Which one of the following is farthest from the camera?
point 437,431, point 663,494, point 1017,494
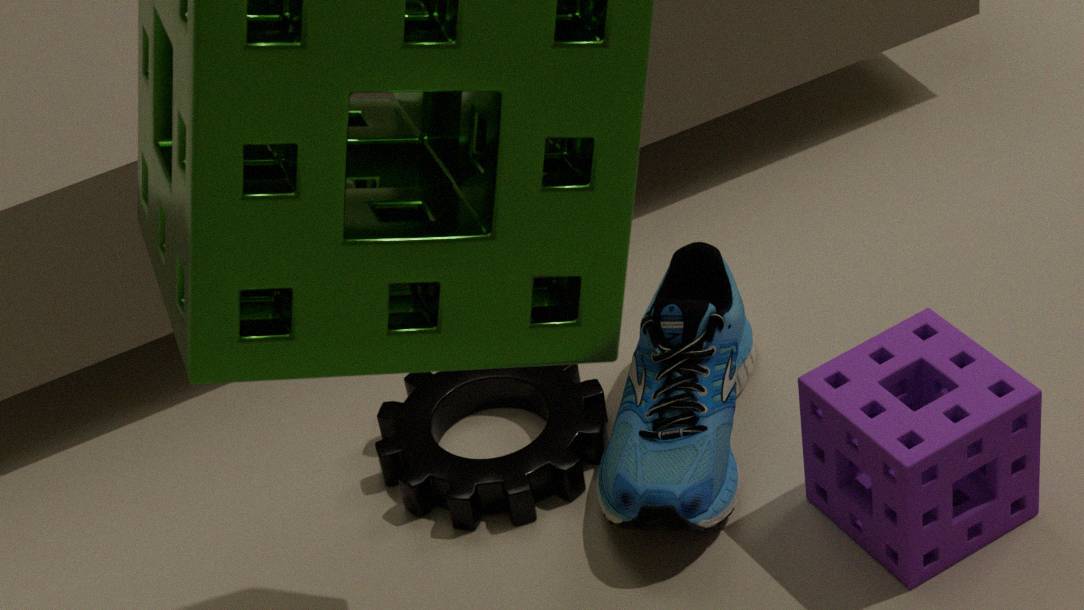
point 437,431
